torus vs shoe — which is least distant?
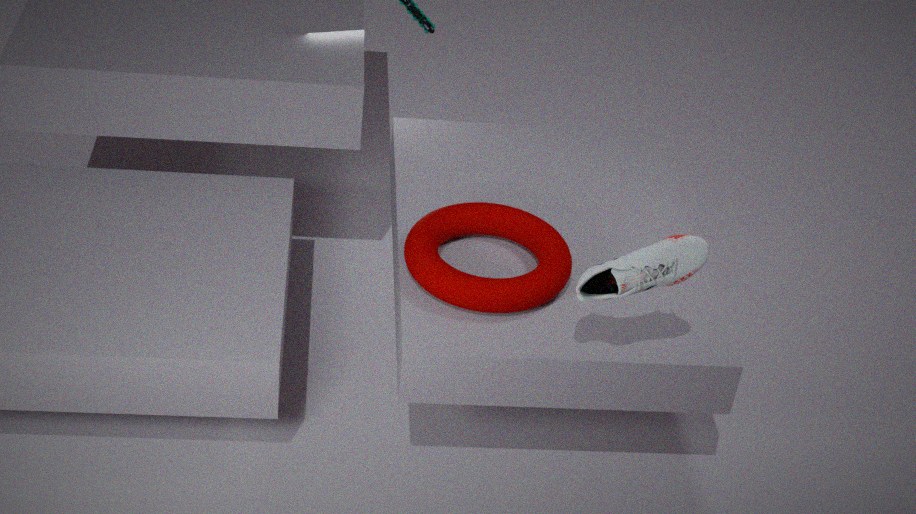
shoe
